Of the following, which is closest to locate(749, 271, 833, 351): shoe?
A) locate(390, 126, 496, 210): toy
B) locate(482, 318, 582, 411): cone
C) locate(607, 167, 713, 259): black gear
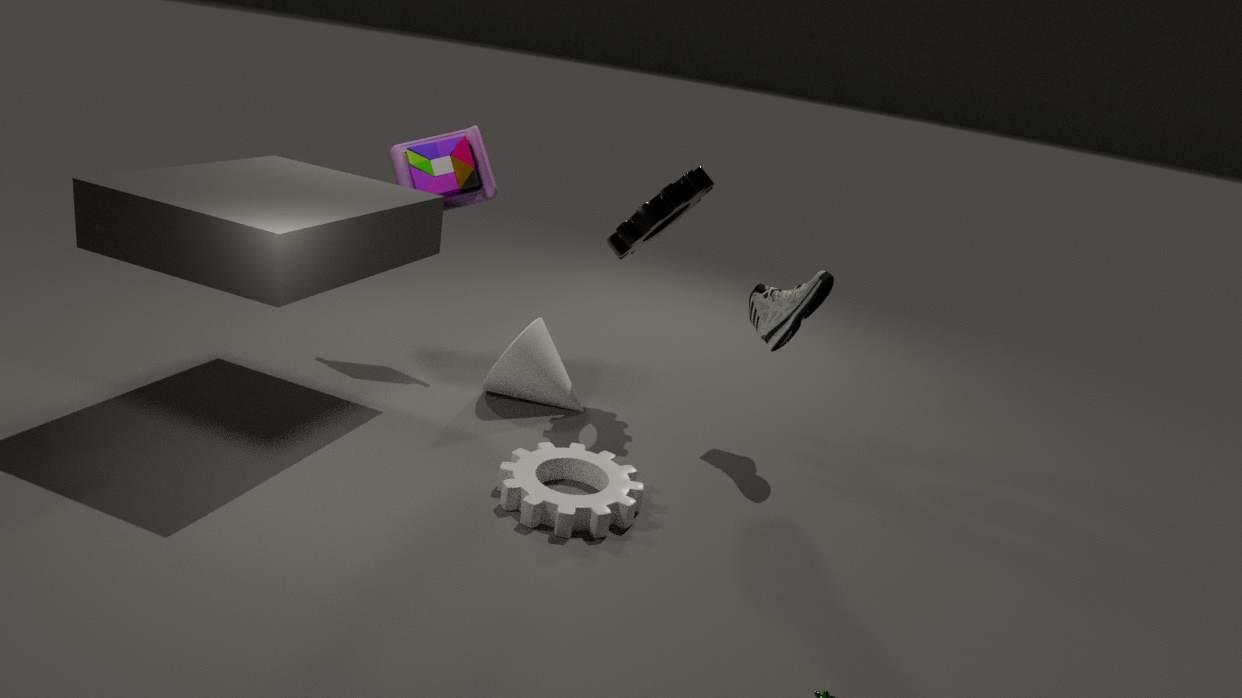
locate(607, 167, 713, 259): black gear
